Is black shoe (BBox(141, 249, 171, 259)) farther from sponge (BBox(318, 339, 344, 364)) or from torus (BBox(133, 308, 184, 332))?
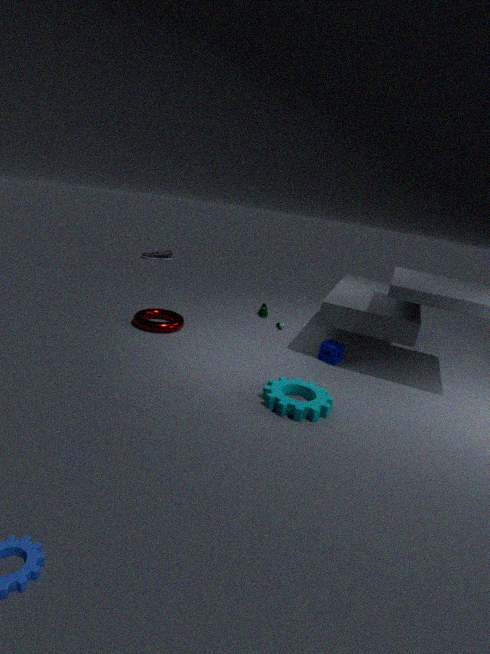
sponge (BBox(318, 339, 344, 364))
